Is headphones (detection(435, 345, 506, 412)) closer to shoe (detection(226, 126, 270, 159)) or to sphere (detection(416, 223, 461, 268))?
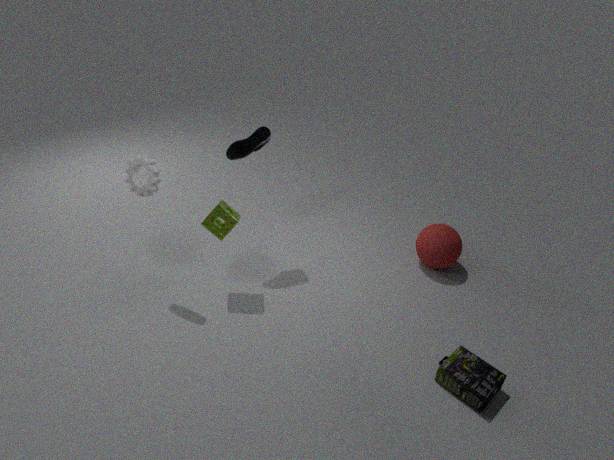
sphere (detection(416, 223, 461, 268))
